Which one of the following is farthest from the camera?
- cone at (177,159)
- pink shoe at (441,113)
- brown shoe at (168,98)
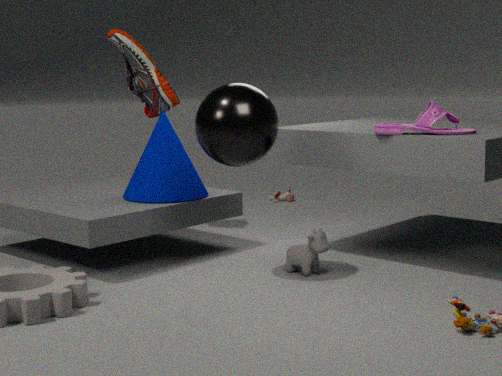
brown shoe at (168,98)
